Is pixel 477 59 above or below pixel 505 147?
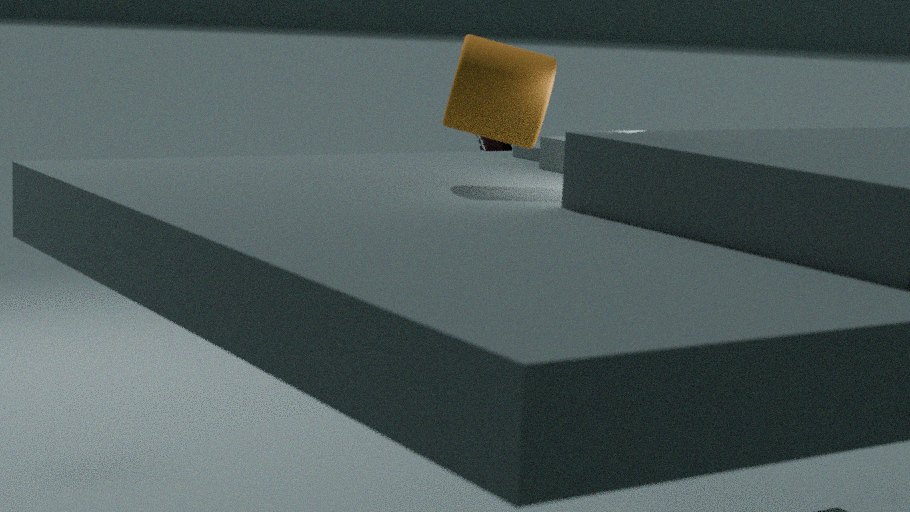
above
